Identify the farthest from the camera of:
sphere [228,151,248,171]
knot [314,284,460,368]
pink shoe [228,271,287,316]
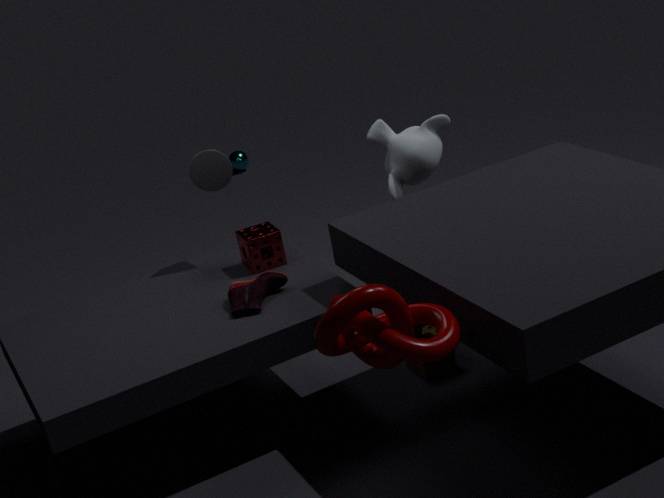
sphere [228,151,248,171]
